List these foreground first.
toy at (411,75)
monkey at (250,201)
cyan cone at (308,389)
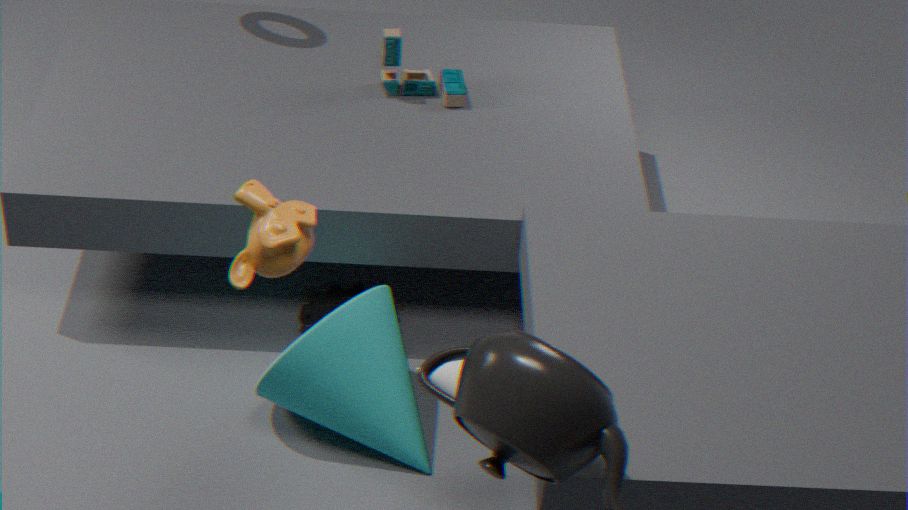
monkey at (250,201)
cyan cone at (308,389)
toy at (411,75)
